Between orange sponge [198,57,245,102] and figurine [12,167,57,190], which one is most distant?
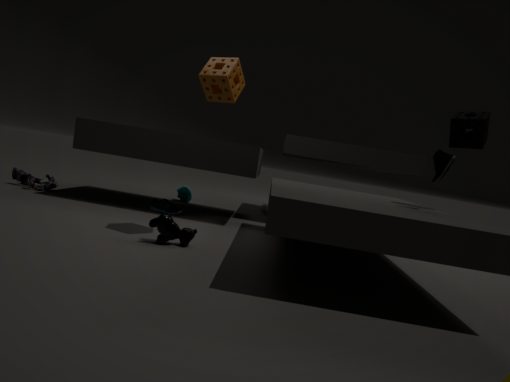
figurine [12,167,57,190]
